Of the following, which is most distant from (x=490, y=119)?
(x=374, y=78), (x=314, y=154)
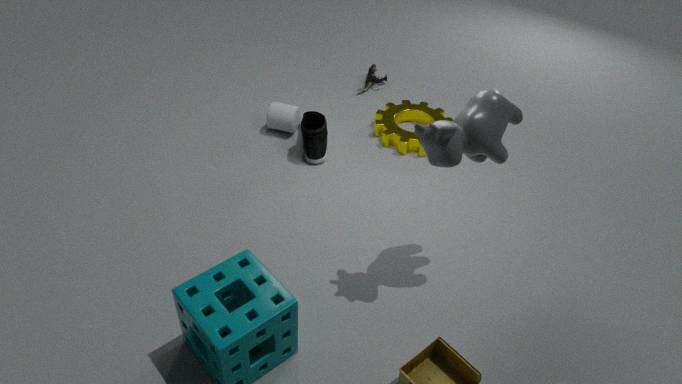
(x=374, y=78)
